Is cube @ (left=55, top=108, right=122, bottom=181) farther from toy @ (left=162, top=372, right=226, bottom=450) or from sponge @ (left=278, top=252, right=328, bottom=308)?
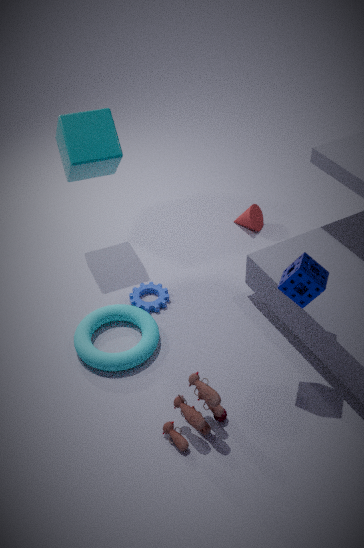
toy @ (left=162, top=372, right=226, bottom=450)
